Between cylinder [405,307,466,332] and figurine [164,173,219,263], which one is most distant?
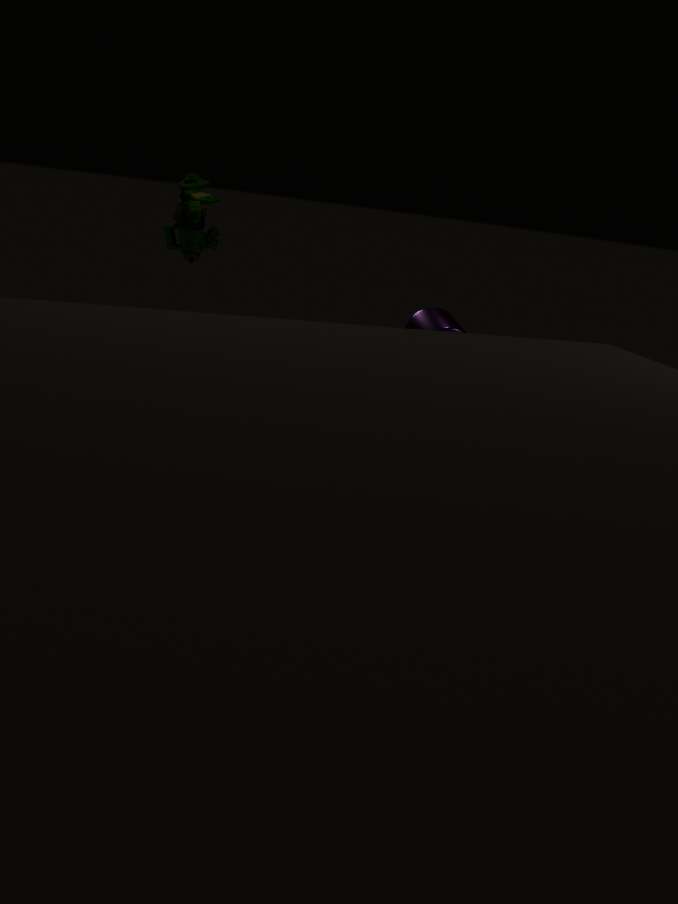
cylinder [405,307,466,332]
